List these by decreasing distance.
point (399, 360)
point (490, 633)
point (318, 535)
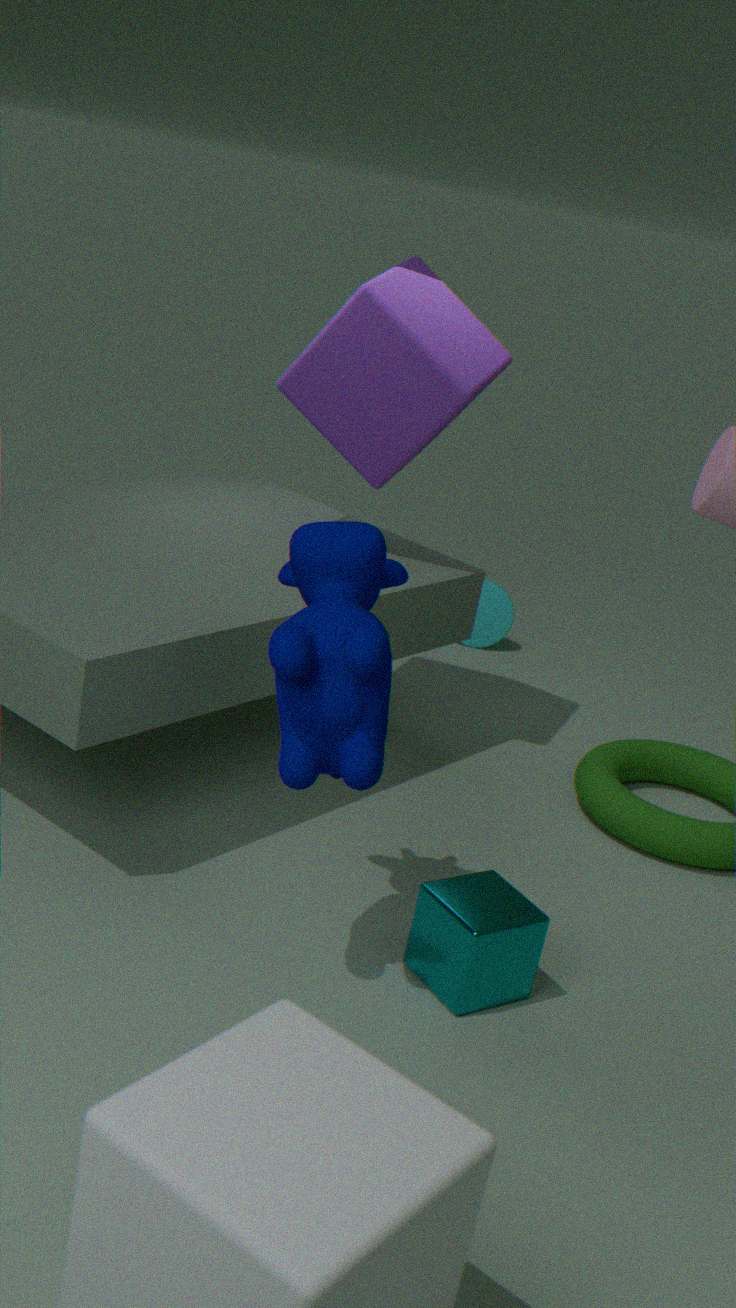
point (490, 633), point (399, 360), point (318, 535)
